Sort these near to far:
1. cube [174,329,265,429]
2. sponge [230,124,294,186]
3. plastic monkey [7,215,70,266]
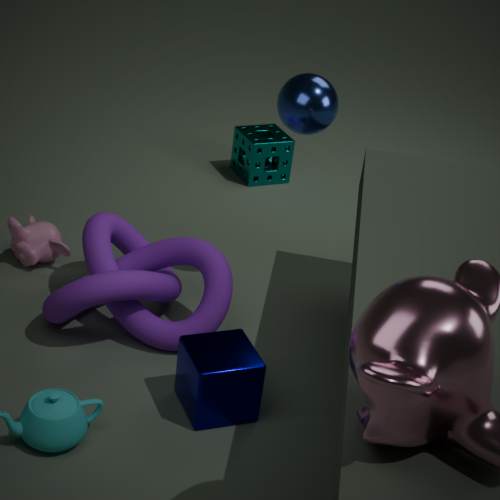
cube [174,329,265,429], plastic monkey [7,215,70,266], sponge [230,124,294,186]
